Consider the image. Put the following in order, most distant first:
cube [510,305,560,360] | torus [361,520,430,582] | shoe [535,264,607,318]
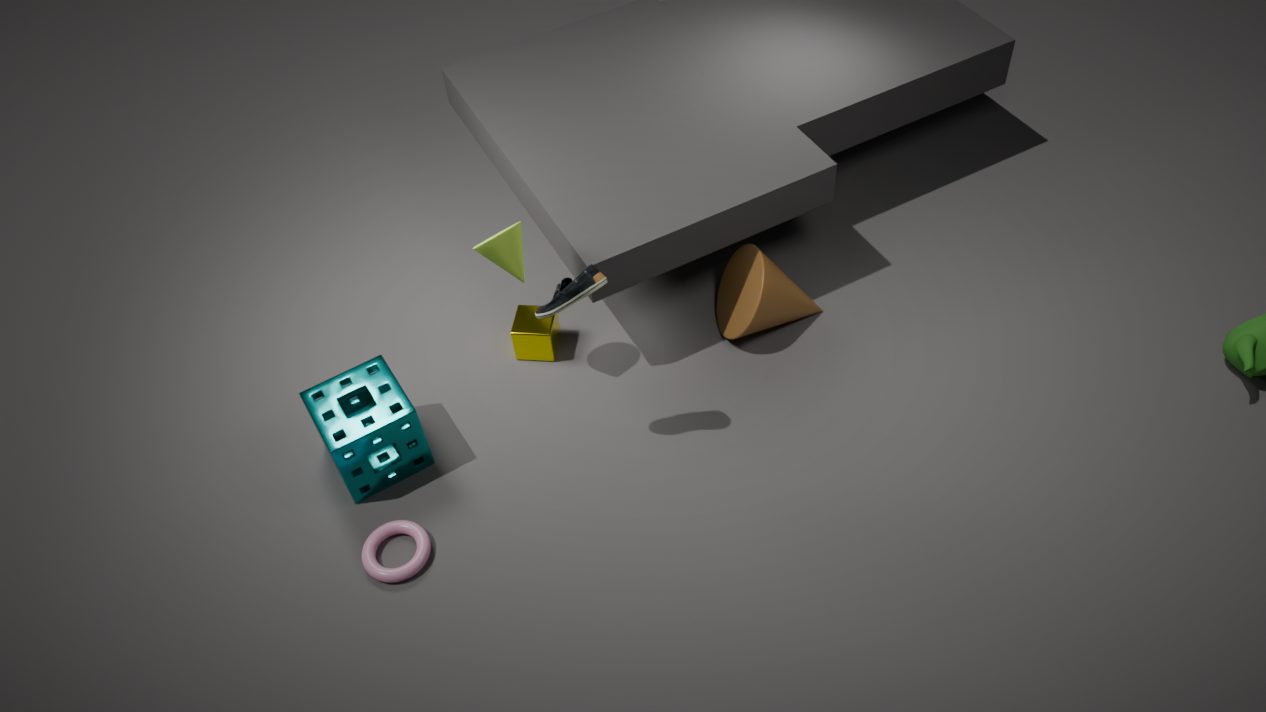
cube [510,305,560,360]
torus [361,520,430,582]
shoe [535,264,607,318]
